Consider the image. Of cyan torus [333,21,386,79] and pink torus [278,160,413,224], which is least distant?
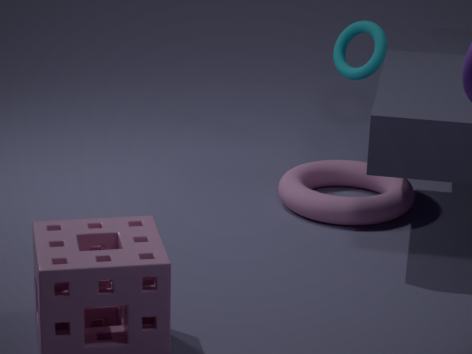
pink torus [278,160,413,224]
